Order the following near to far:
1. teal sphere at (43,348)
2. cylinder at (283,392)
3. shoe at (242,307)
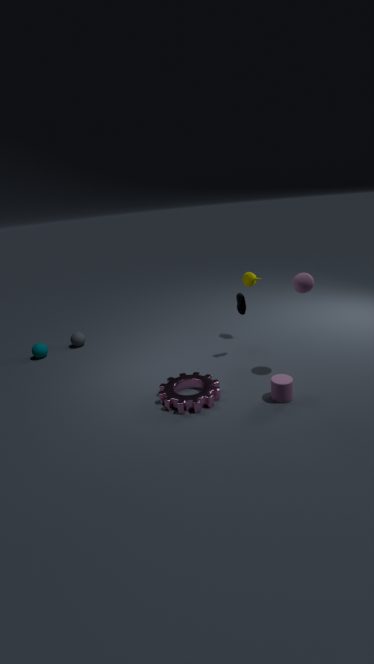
cylinder at (283,392) < shoe at (242,307) < teal sphere at (43,348)
